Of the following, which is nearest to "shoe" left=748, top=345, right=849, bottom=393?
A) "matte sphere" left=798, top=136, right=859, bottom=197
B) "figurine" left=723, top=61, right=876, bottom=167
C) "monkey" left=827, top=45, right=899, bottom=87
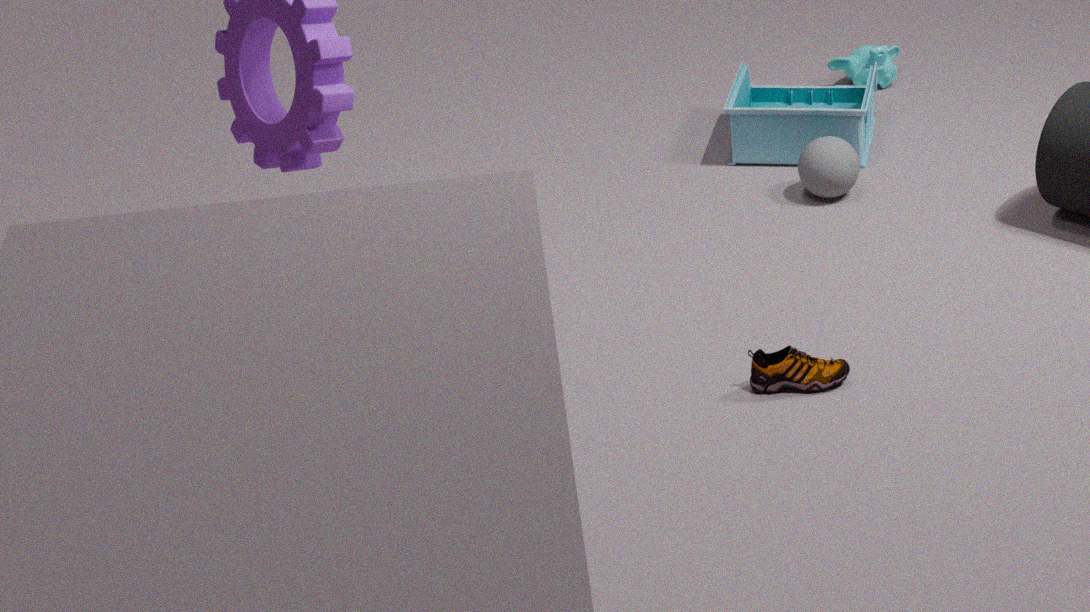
"matte sphere" left=798, top=136, right=859, bottom=197
